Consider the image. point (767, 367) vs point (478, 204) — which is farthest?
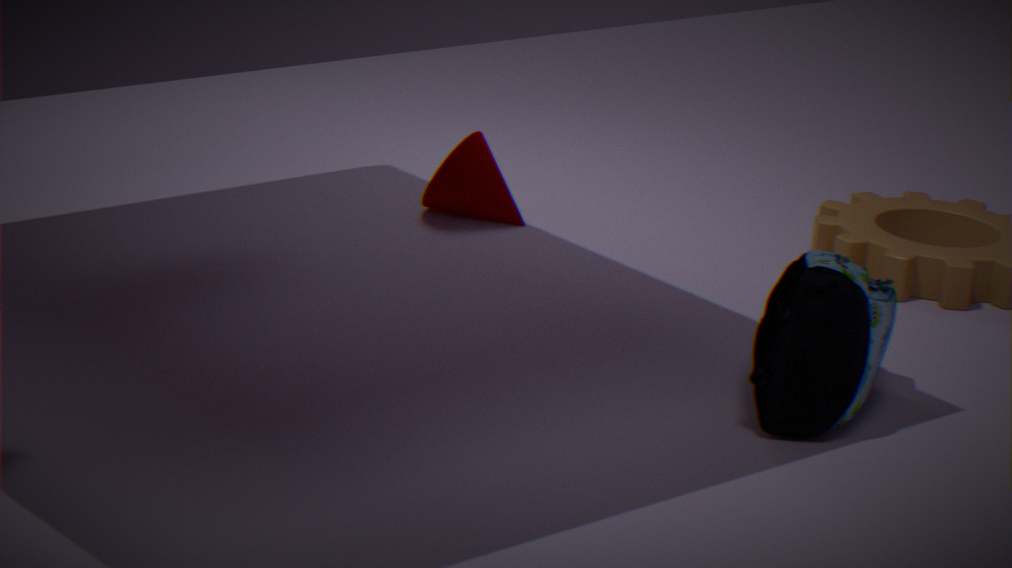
point (478, 204)
